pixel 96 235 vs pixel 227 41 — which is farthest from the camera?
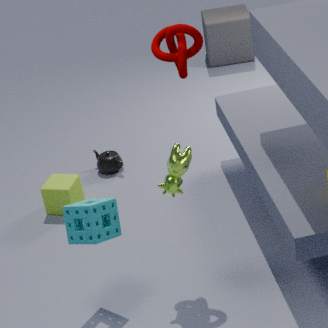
pixel 227 41
